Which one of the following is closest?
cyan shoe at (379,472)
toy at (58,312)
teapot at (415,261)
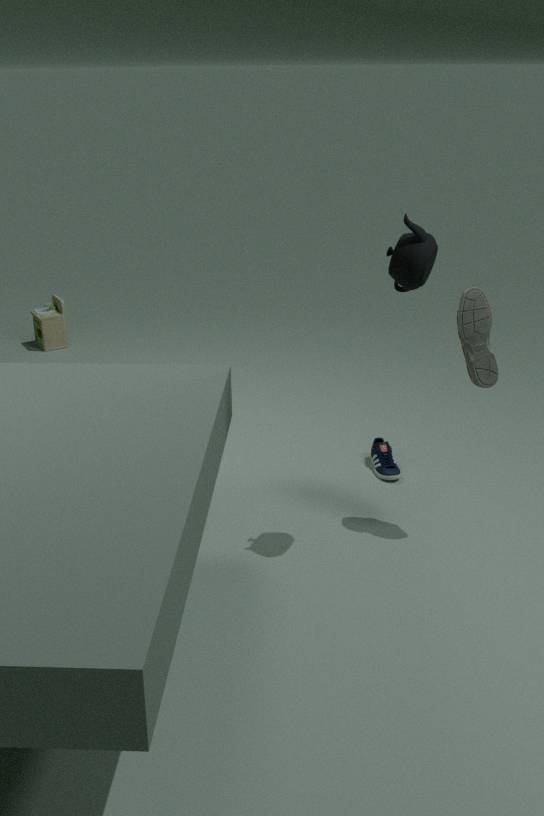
teapot at (415,261)
